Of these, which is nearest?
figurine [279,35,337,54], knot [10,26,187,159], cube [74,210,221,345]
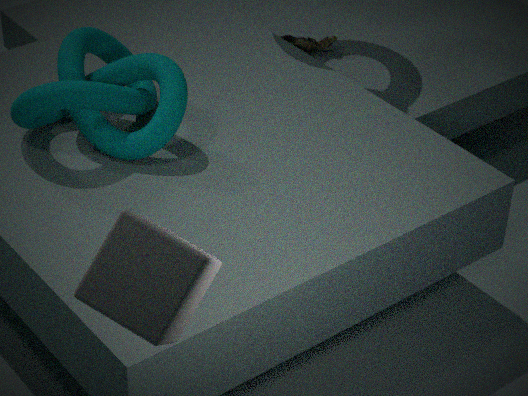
cube [74,210,221,345]
